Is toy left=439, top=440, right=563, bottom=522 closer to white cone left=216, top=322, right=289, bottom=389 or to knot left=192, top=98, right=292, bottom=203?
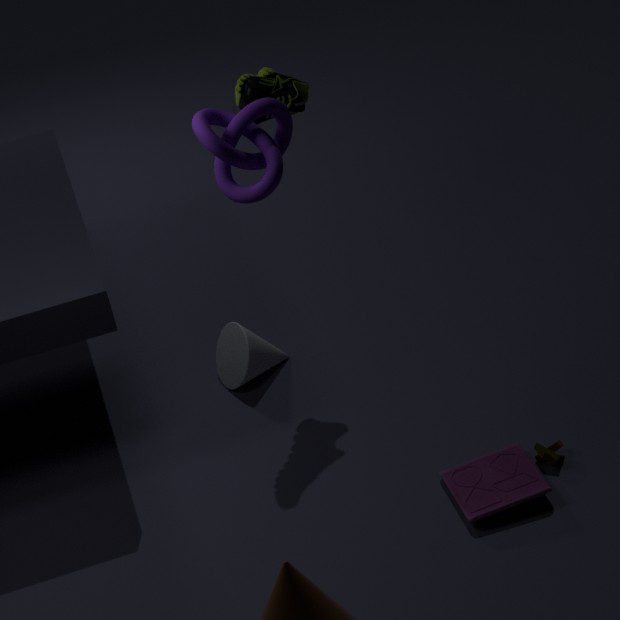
white cone left=216, top=322, right=289, bottom=389
